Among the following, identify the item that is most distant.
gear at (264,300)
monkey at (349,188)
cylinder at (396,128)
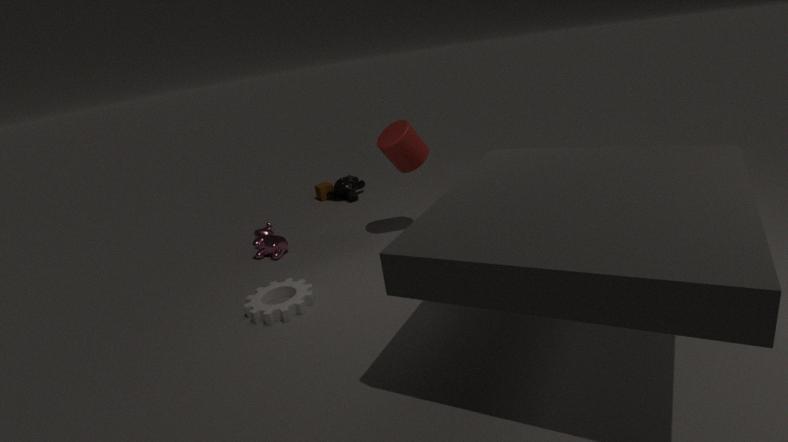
monkey at (349,188)
